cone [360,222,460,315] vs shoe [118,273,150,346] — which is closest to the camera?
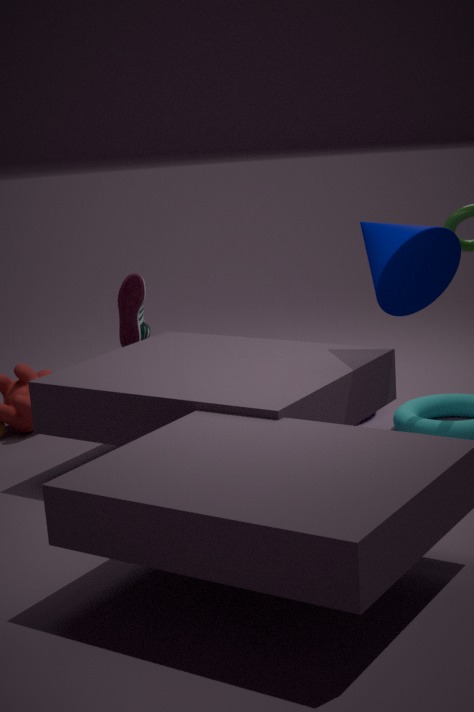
cone [360,222,460,315]
